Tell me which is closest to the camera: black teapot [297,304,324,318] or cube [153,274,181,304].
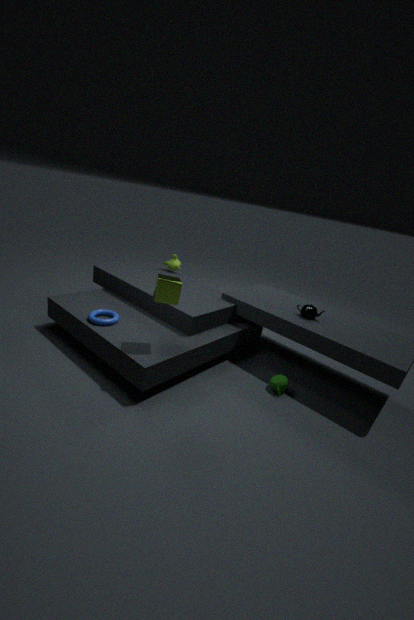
cube [153,274,181,304]
